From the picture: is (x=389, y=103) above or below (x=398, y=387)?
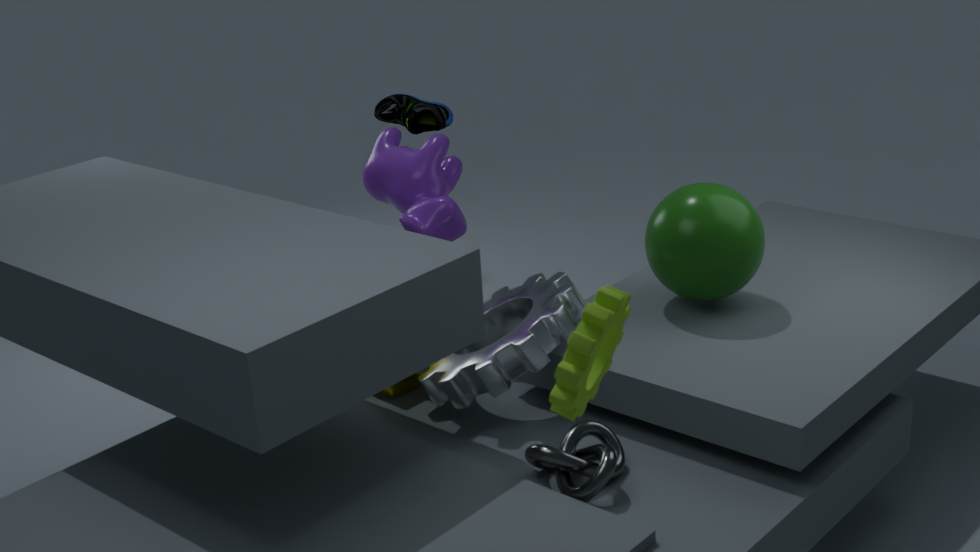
above
